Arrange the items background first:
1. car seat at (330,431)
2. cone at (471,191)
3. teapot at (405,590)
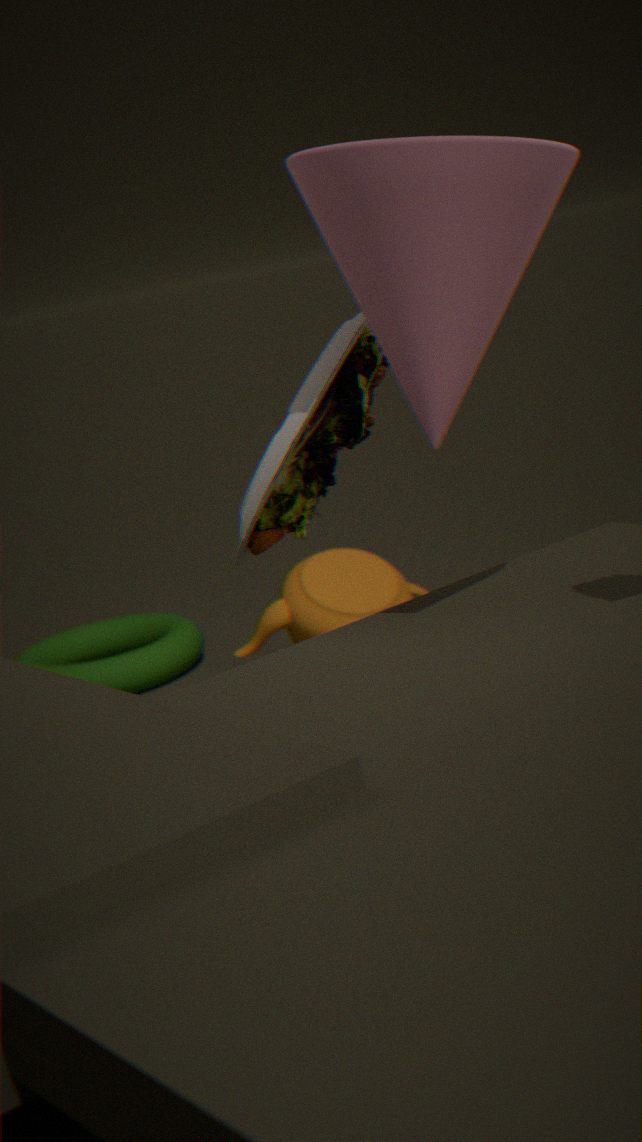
1. teapot at (405,590)
2. car seat at (330,431)
3. cone at (471,191)
